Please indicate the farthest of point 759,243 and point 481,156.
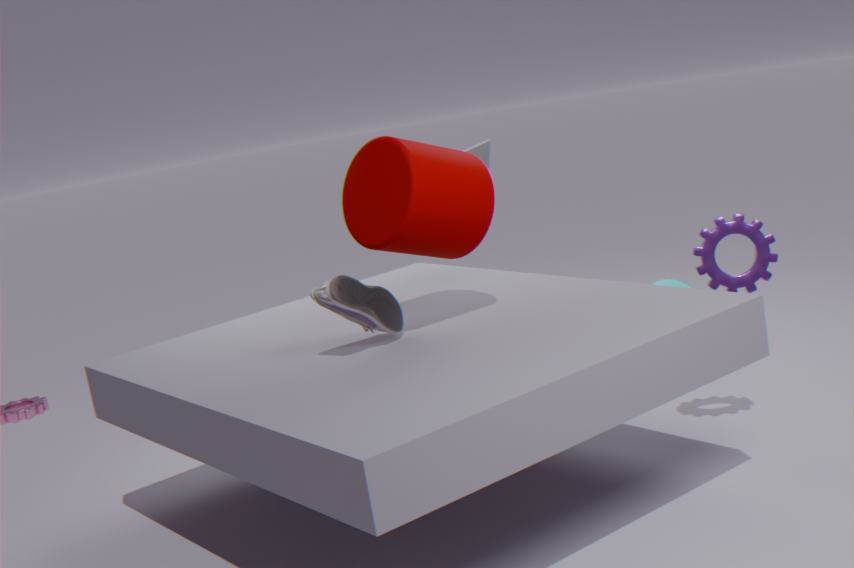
point 481,156
